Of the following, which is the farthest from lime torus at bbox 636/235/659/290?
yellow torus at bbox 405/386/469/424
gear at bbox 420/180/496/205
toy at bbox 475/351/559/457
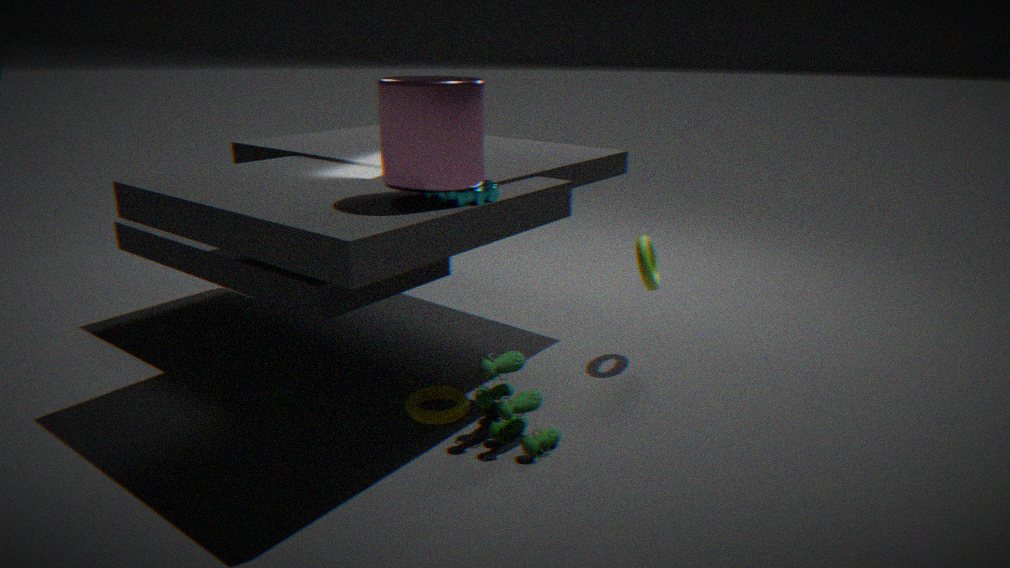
yellow torus at bbox 405/386/469/424
